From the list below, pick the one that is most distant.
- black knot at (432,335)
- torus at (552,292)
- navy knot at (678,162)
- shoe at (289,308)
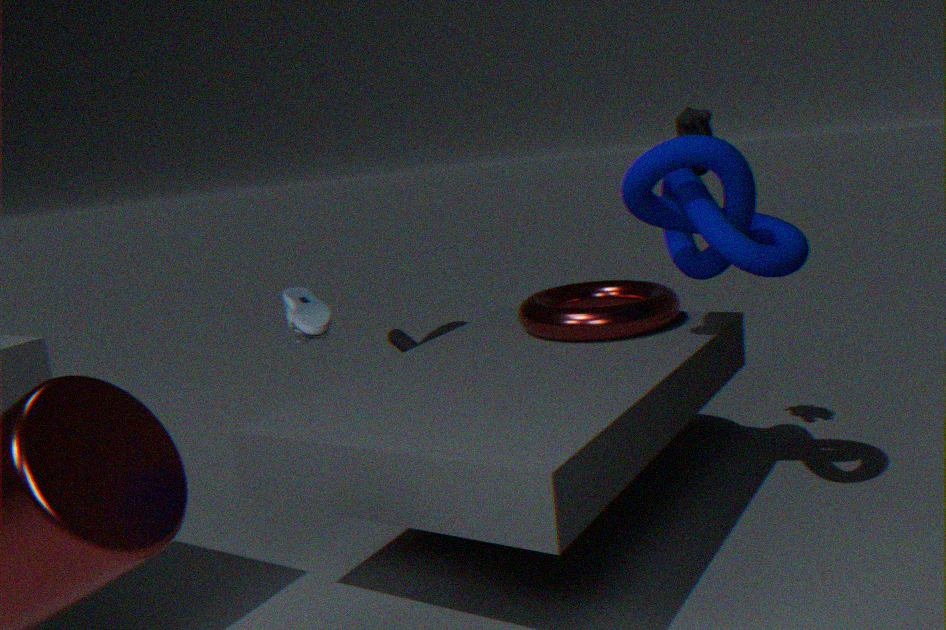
black knot at (432,335)
